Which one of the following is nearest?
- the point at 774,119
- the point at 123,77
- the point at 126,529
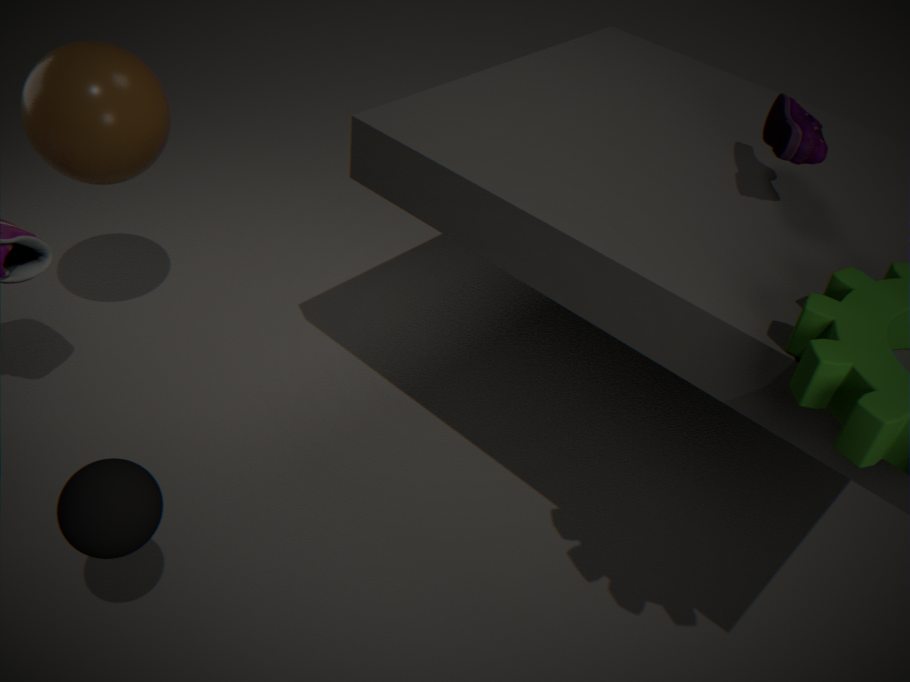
the point at 126,529
